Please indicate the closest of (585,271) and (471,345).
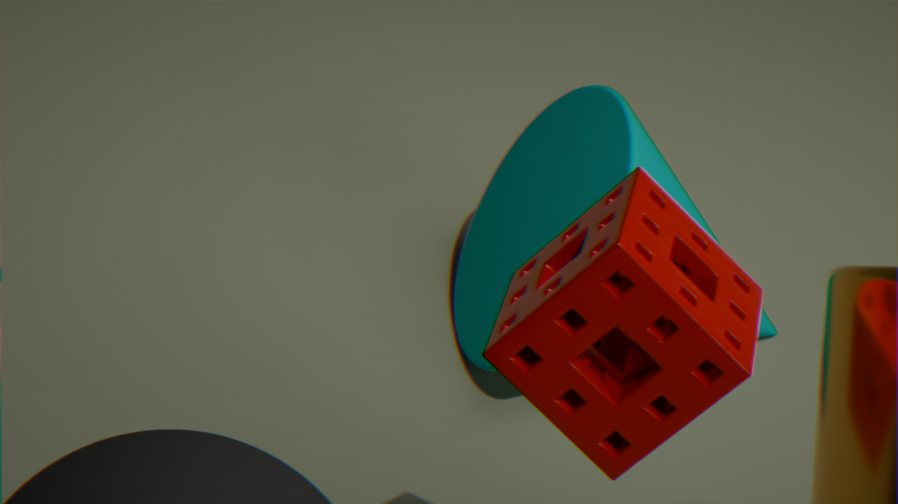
(585,271)
